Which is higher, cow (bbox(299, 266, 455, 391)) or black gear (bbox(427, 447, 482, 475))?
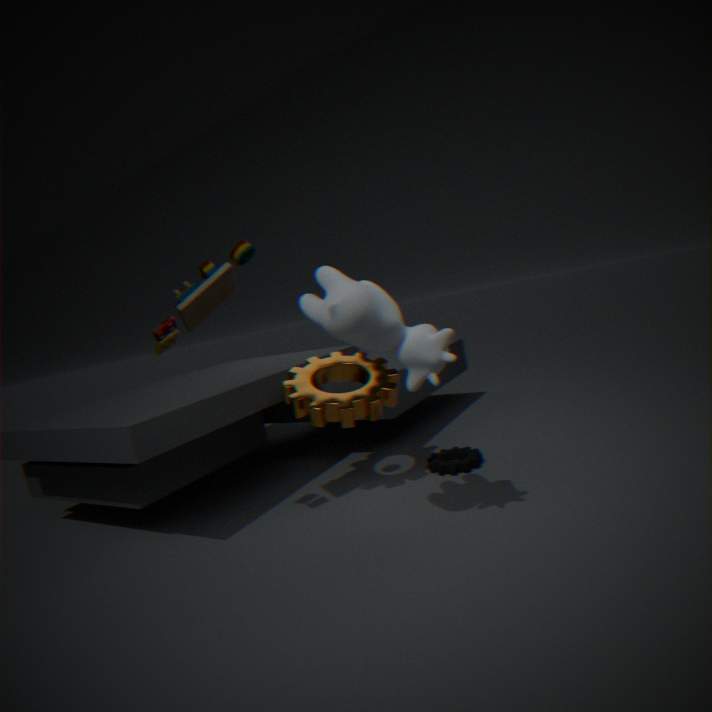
cow (bbox(299, 266, 455, 391))
